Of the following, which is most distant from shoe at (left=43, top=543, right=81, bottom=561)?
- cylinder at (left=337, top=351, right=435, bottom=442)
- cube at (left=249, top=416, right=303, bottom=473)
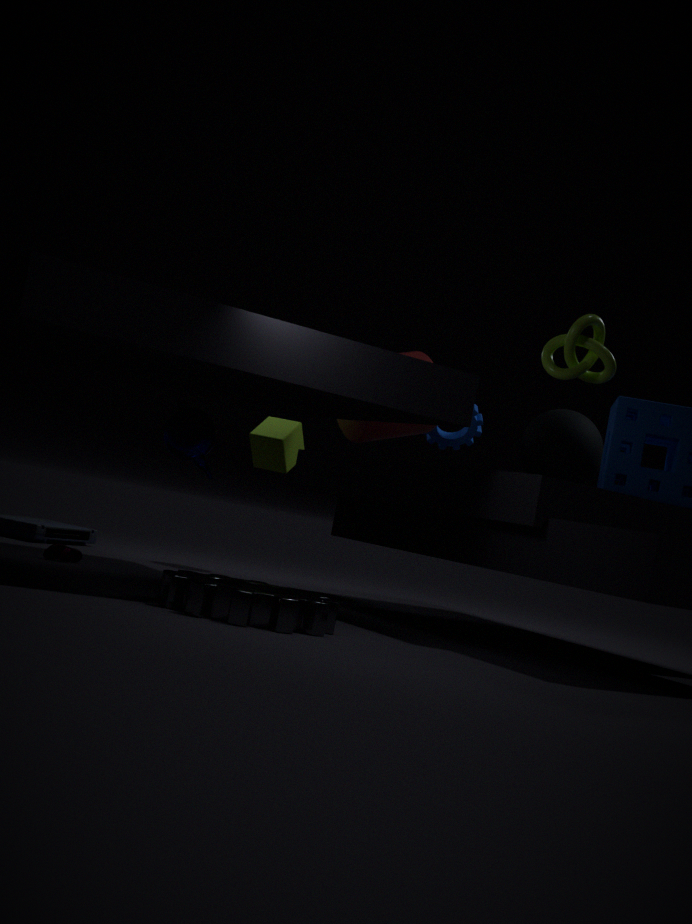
cylinder at (left=337, top=351, right=435, bottom=442)
